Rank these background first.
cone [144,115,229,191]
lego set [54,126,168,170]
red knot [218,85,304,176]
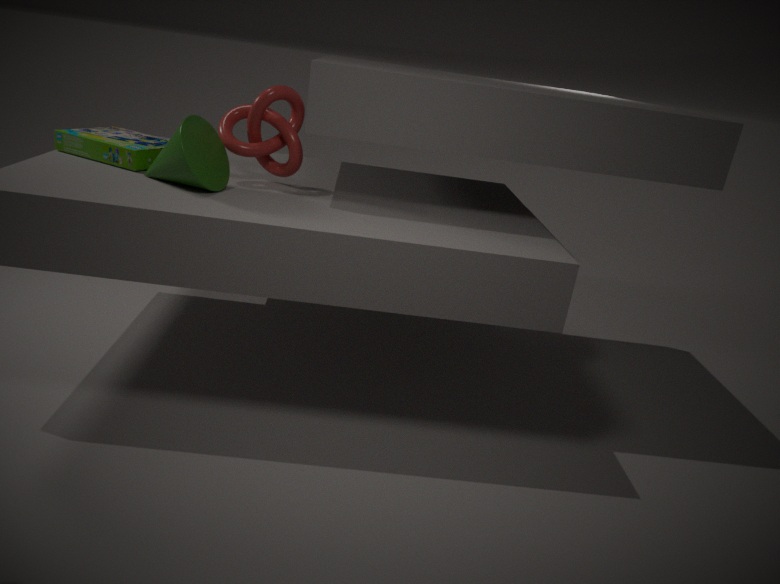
lego set [54,126,168,170]
red knot [218,85,304,176]
cone [144,115,229,191]
